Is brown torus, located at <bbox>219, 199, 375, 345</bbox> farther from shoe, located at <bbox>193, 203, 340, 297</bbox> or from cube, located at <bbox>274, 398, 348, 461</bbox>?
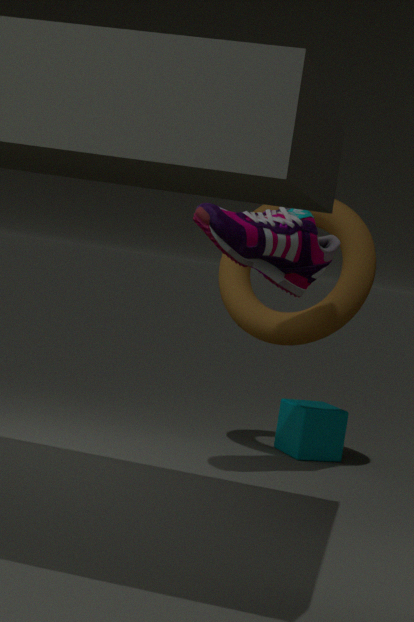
cube, located at <bbox>274, 398, 348, 461</bbox>
